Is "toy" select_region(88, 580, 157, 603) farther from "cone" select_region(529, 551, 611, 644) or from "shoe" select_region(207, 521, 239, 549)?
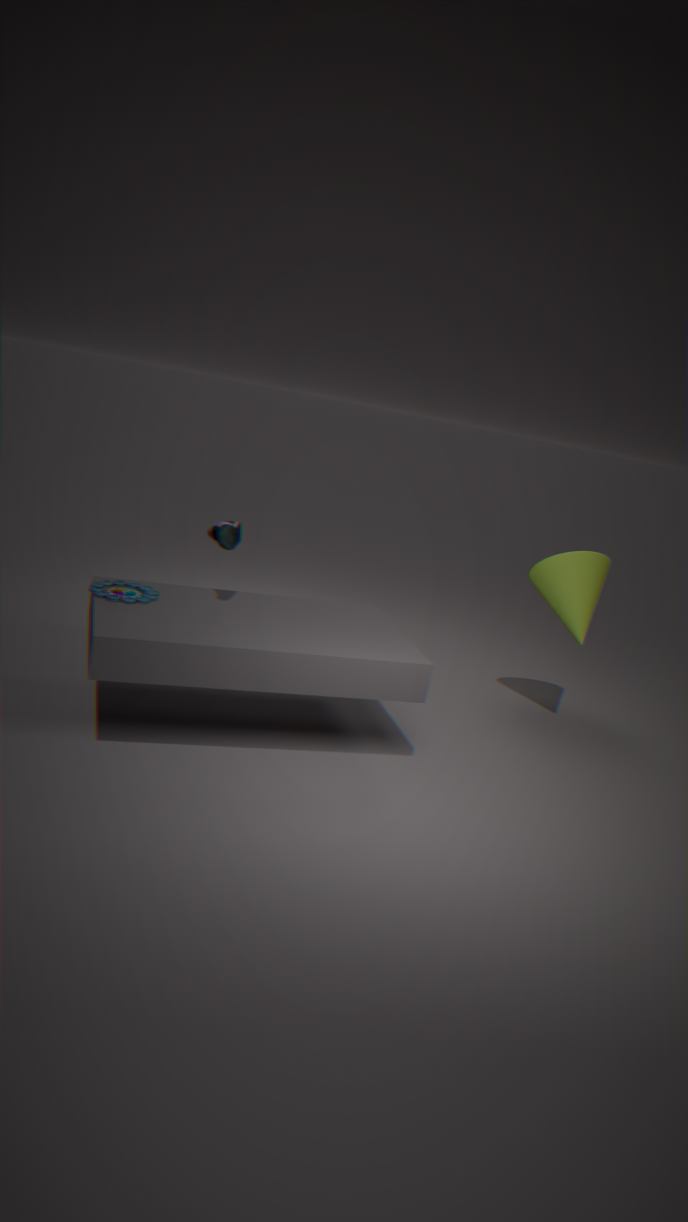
"cone" select_region(529, 551, 611, 644)
